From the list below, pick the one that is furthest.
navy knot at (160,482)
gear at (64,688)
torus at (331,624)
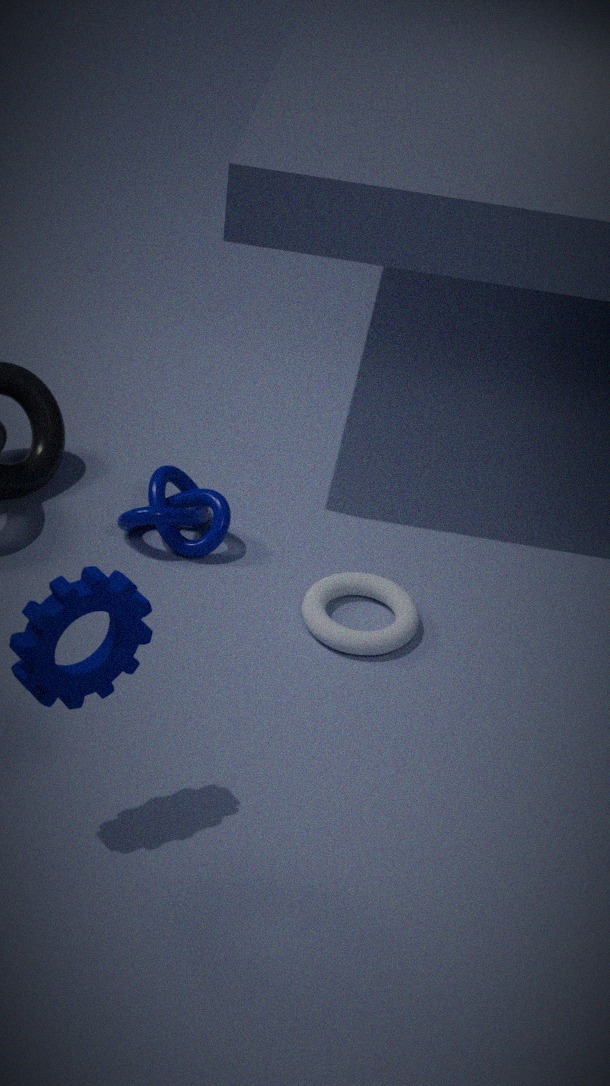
navy knot at (160,482)
